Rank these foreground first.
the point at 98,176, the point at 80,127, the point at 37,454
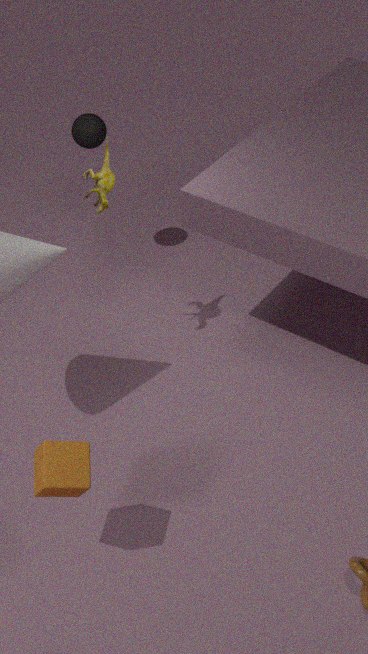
the point at 37,454 → the point at 98,176 → the point at 80,127
